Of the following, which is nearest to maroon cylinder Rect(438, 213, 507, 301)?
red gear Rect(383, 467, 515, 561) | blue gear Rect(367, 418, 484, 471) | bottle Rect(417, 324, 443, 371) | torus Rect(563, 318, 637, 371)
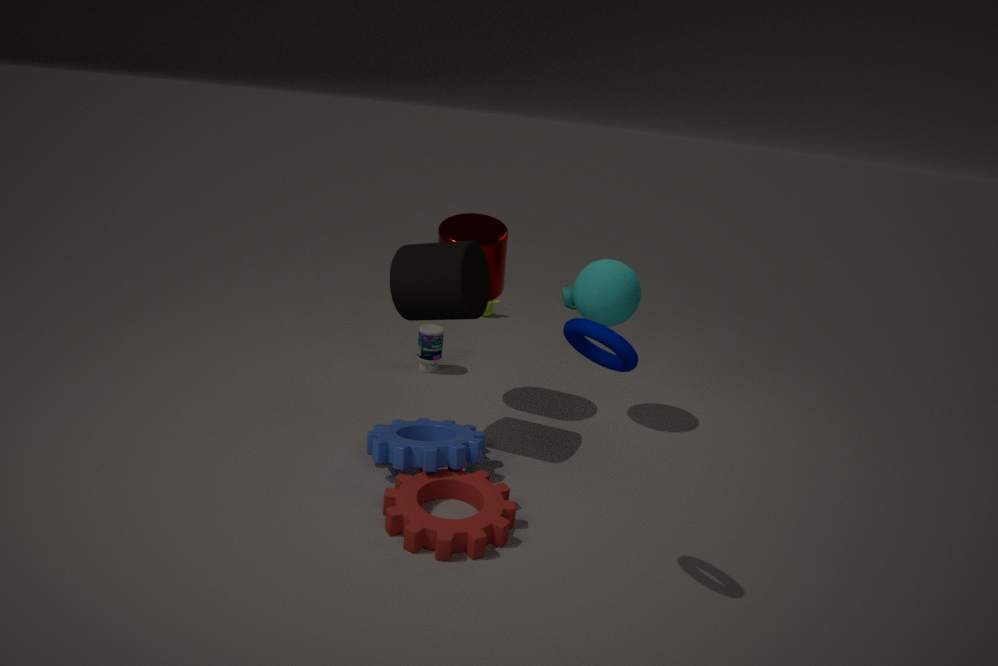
bottle Rect(417, 324, 443, 371)
